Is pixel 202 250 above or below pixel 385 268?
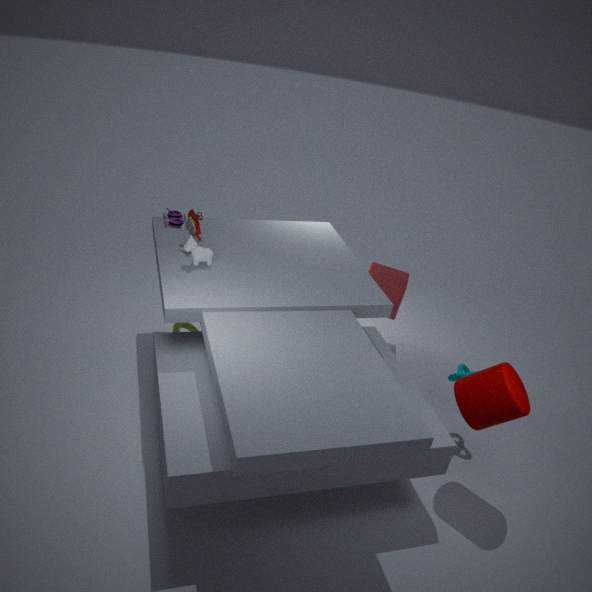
above
